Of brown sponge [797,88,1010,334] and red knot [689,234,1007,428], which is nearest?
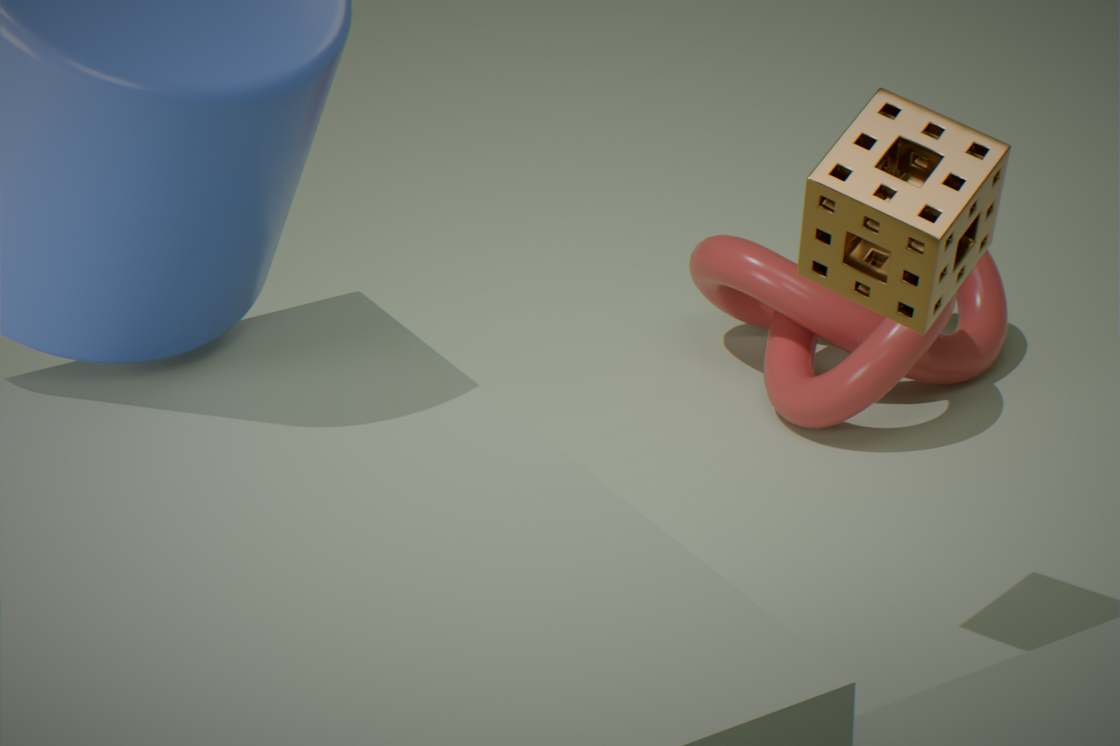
brown sponge [797,88,1010,334]
